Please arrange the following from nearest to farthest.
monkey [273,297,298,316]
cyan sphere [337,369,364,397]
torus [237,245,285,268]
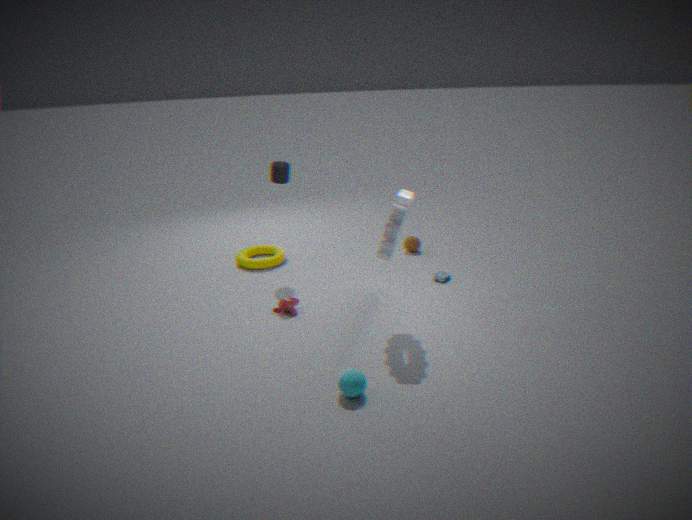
cyan sphere [337,369,364,397]
monkey [273,297,298,316]
torus [237,245,285,268]
